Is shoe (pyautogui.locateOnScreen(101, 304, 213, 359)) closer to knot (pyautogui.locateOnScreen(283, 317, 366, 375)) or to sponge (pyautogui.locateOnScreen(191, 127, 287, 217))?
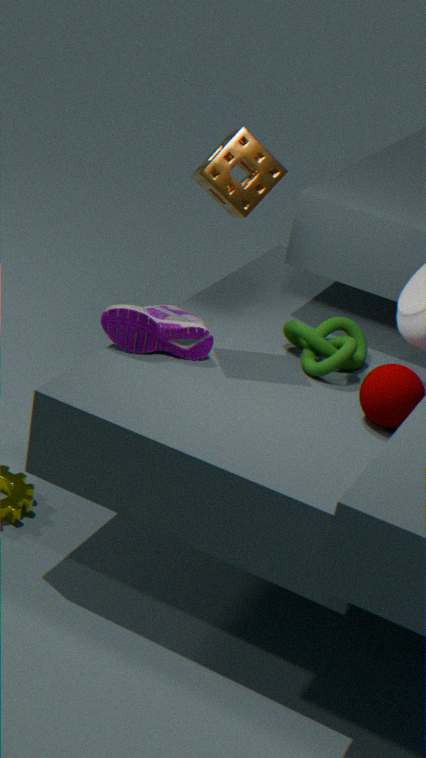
knot (pyautogui.locateOnScreen(283, 317, 366, 375))
